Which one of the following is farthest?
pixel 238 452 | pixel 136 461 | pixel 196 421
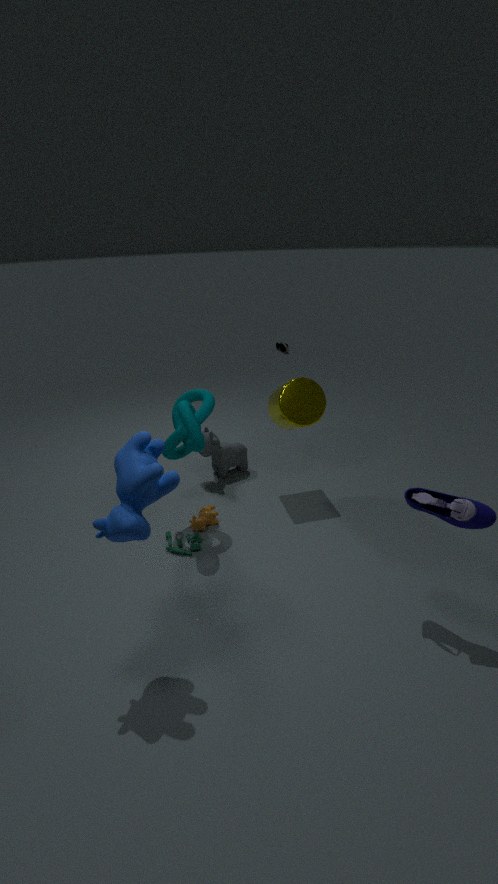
→ pixel 238 452
